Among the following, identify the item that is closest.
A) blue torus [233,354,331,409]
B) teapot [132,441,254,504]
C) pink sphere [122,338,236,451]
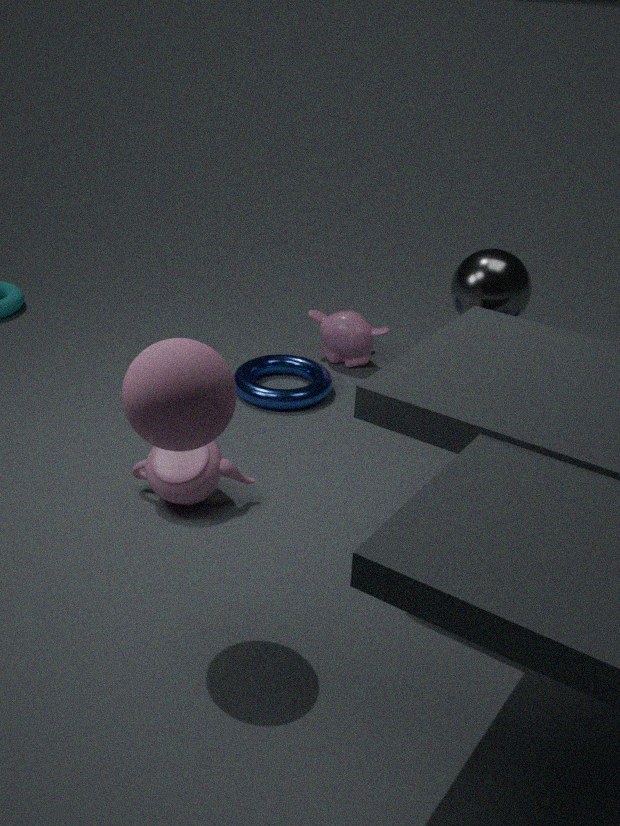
pink sphere [122,338,236,451]
